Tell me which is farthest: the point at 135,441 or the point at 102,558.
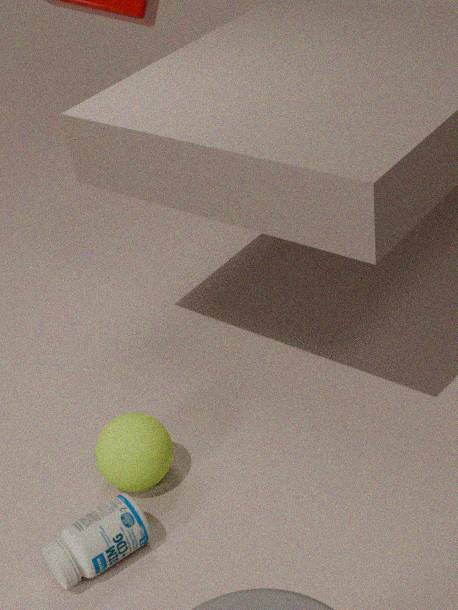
the point at 135,441
